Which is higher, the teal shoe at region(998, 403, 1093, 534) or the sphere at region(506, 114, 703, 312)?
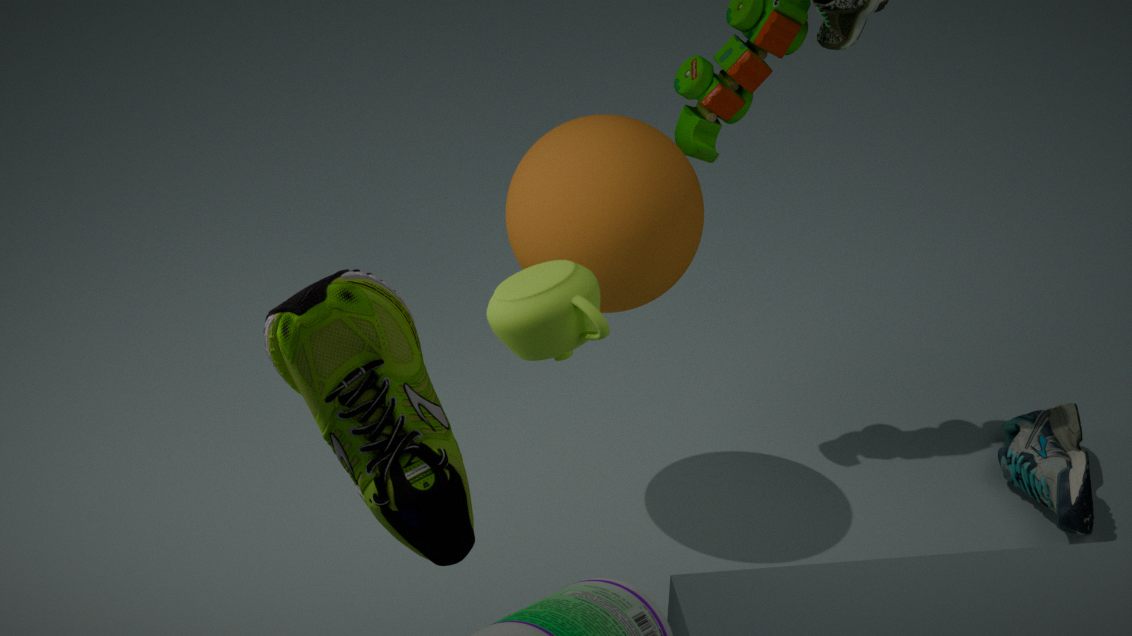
the sphere at region(506, 114, 703, 312)
